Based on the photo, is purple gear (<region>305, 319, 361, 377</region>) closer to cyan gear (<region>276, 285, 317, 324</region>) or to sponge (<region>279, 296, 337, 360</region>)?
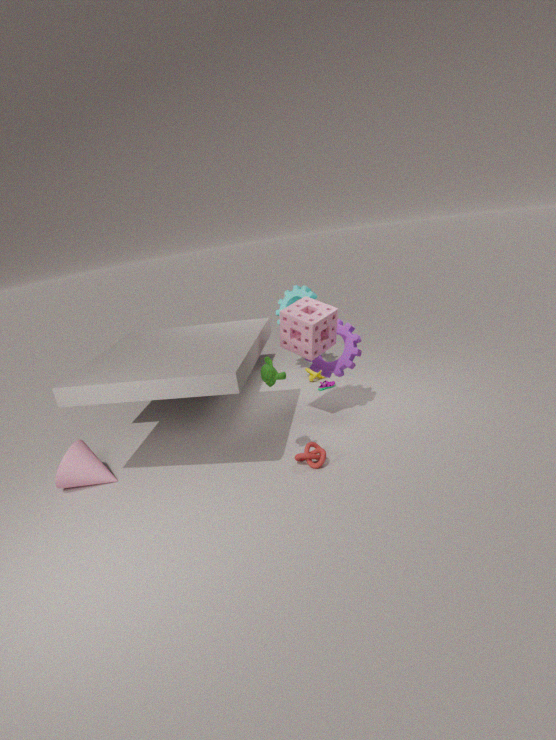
sponge (<region>279, 296, 337, 360</region>)
